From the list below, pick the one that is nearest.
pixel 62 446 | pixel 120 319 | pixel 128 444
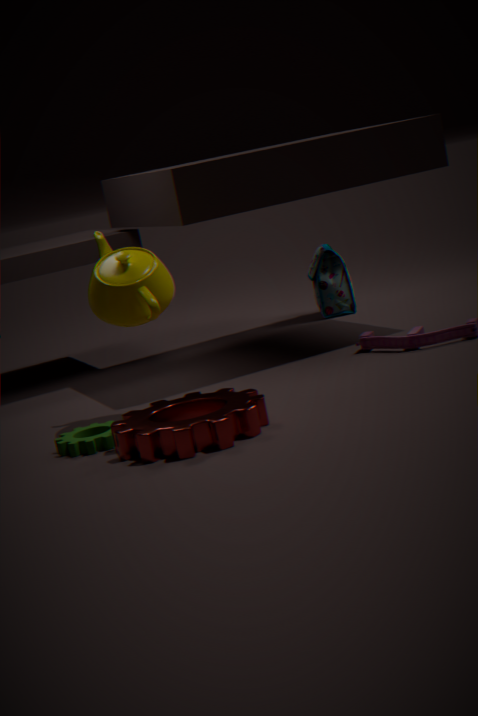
pixel 128 444
